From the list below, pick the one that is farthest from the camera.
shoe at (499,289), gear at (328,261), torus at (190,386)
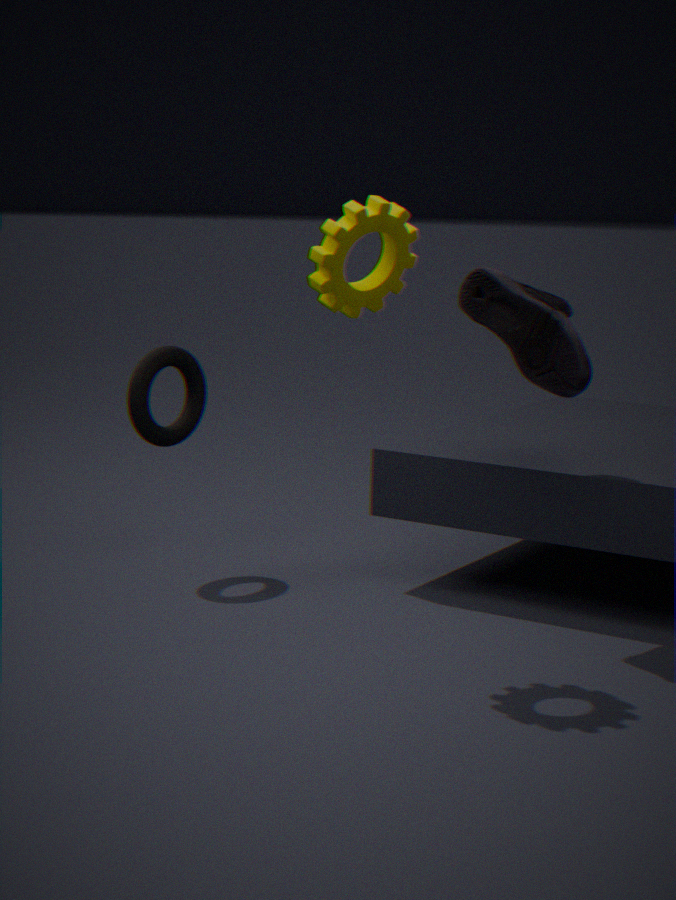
torus at (190,386)
